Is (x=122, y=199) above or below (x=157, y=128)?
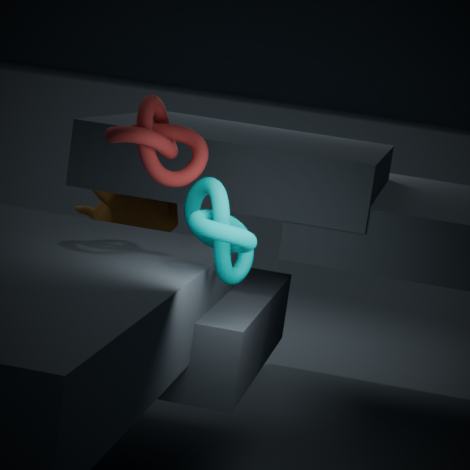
below
